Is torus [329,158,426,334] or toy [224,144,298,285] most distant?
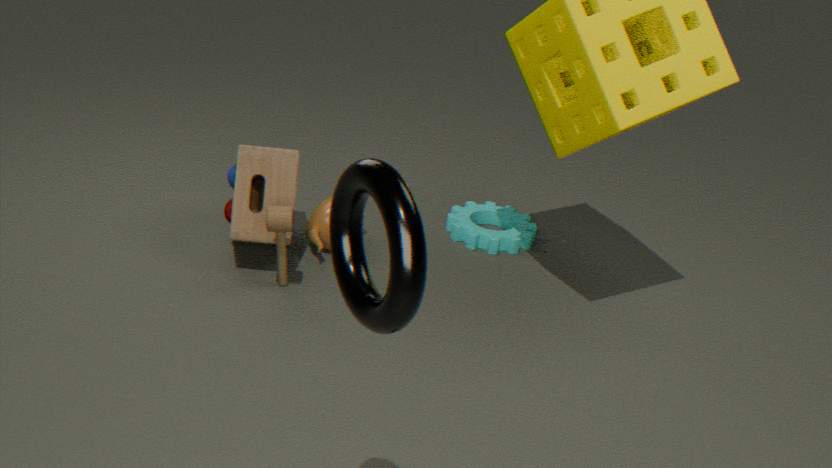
toy [224,144,298,285]
